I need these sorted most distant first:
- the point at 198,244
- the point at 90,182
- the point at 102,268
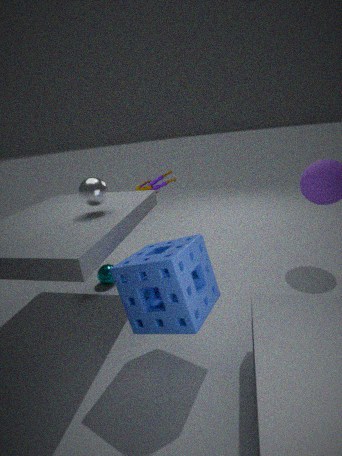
1. the point at 102,268
2. the point at 90,182
3. the point at 198,244
